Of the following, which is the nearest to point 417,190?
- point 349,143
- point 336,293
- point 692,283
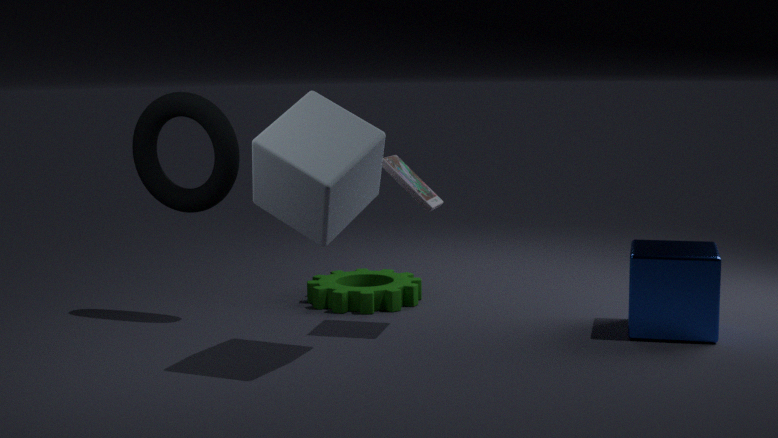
point 349,143
